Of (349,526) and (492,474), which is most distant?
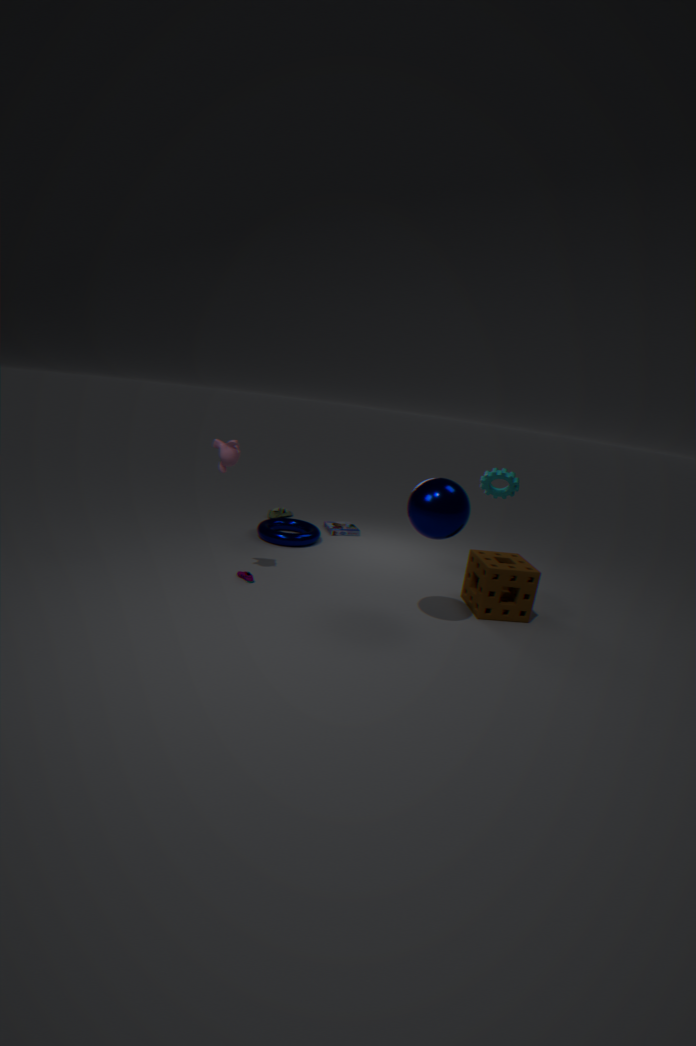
(349,526)
